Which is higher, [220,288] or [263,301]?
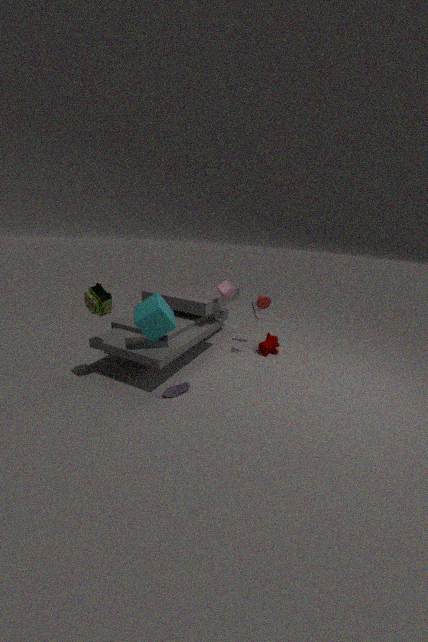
[220,288]
